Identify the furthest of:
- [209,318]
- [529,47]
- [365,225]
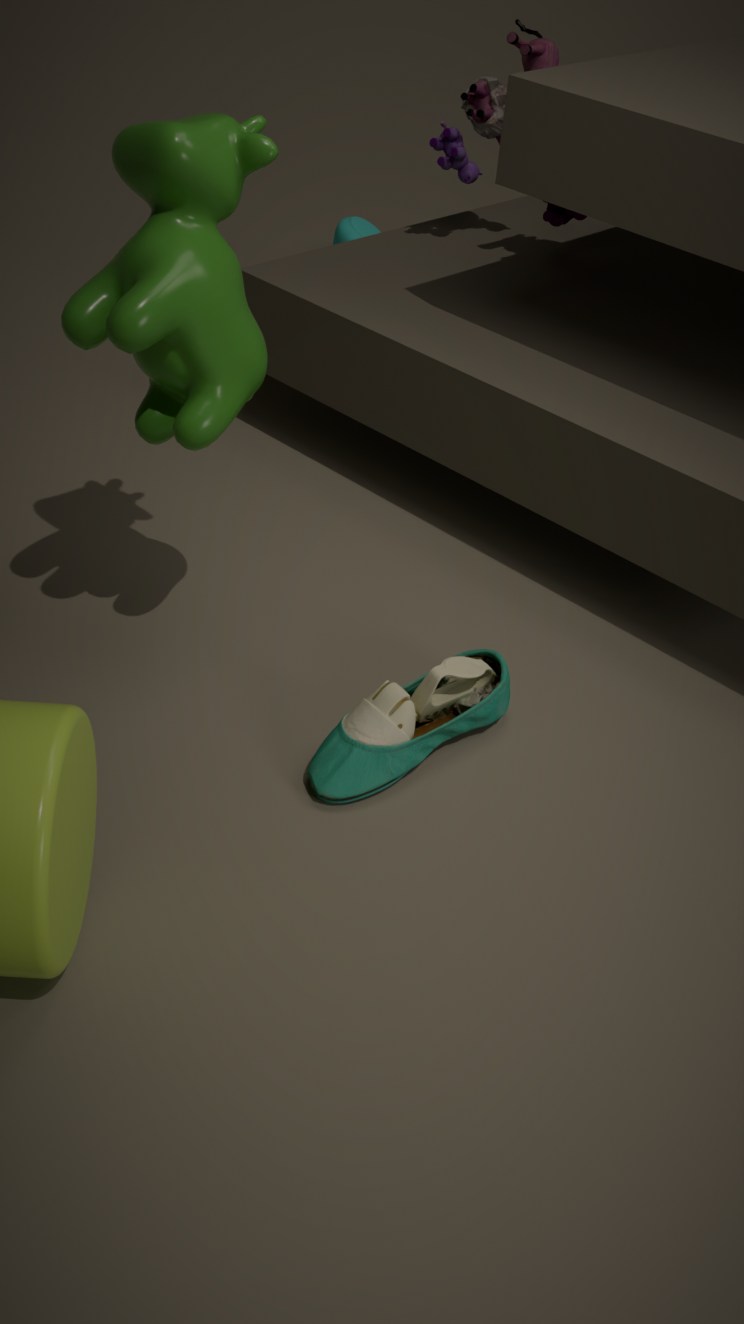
[365,225]
